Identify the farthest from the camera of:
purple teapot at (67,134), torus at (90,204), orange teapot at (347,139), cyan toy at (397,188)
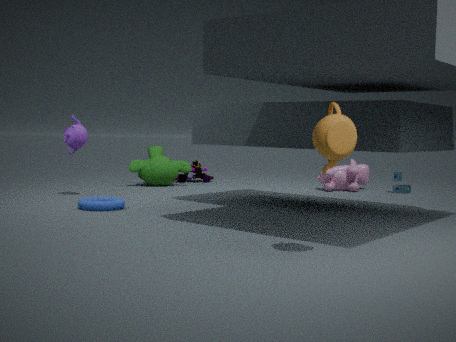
cyan toy at (397,188)
